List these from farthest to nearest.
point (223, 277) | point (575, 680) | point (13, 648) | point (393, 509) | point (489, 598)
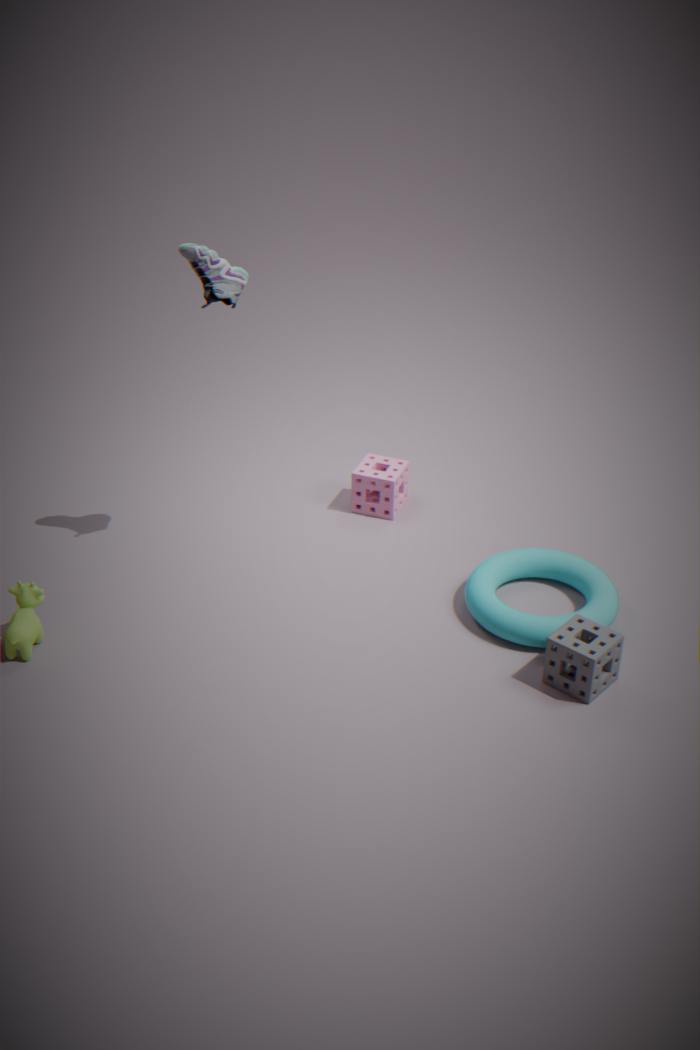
point (393, 509) → point (489, 598) → point (223, 277) → point (13, 648) → point (575, 680)
